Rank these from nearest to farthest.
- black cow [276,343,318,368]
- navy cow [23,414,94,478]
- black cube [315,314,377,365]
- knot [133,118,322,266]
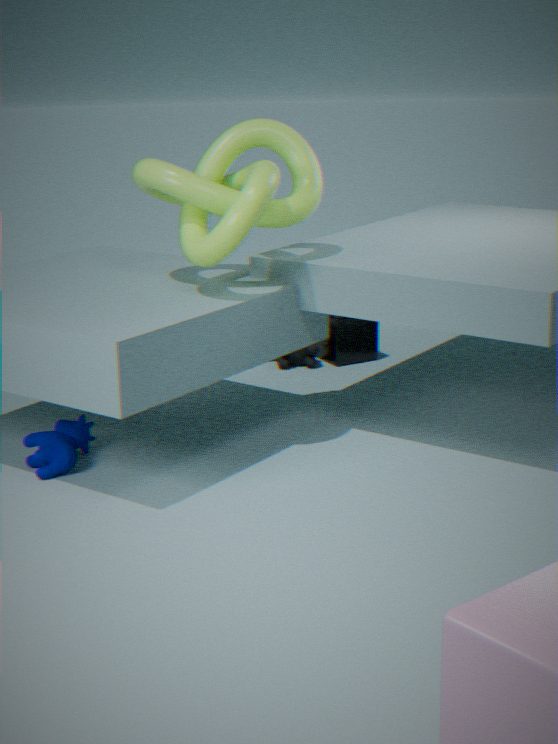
knot [133,118,322,266] → navy cow [23,414,94,478] → black cow [276,343,318,368] → black cube [315,314,377,365]
